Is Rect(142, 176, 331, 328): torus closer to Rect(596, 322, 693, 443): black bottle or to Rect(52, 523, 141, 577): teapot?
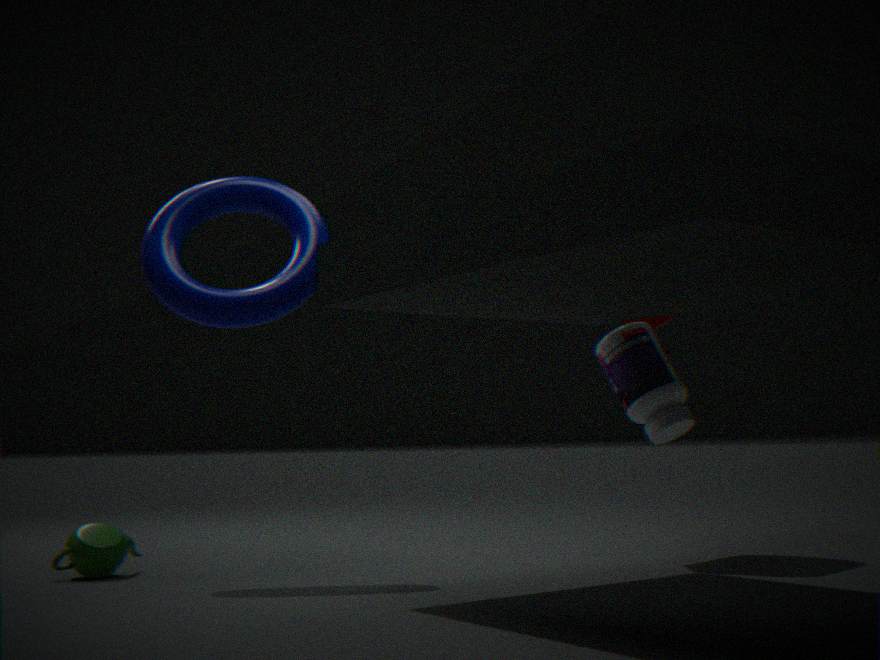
Rect(52, 523, 141, 577): teapot
